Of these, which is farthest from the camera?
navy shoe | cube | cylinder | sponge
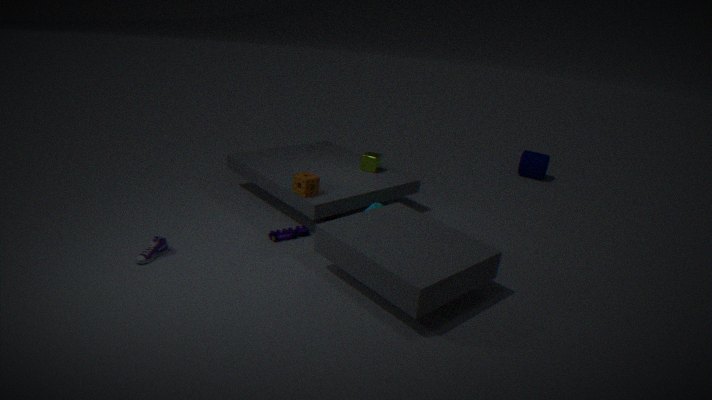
cylinder
